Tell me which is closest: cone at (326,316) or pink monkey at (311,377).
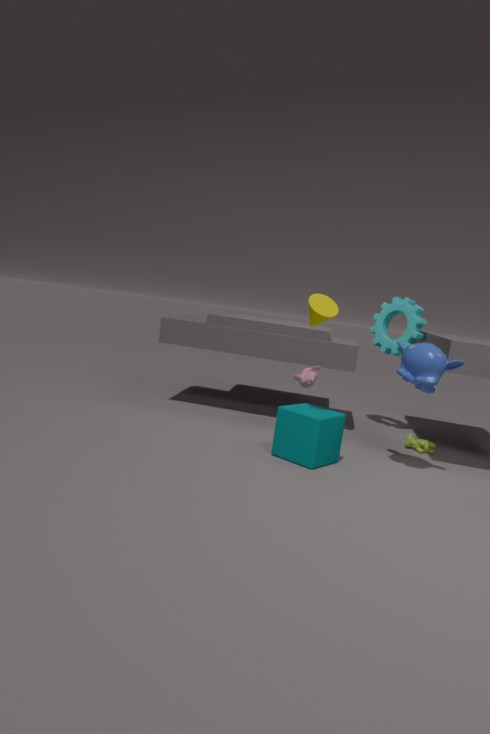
cone at (326,316)
